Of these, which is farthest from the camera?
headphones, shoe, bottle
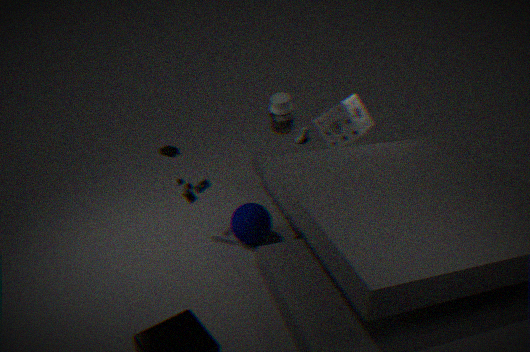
headphones
